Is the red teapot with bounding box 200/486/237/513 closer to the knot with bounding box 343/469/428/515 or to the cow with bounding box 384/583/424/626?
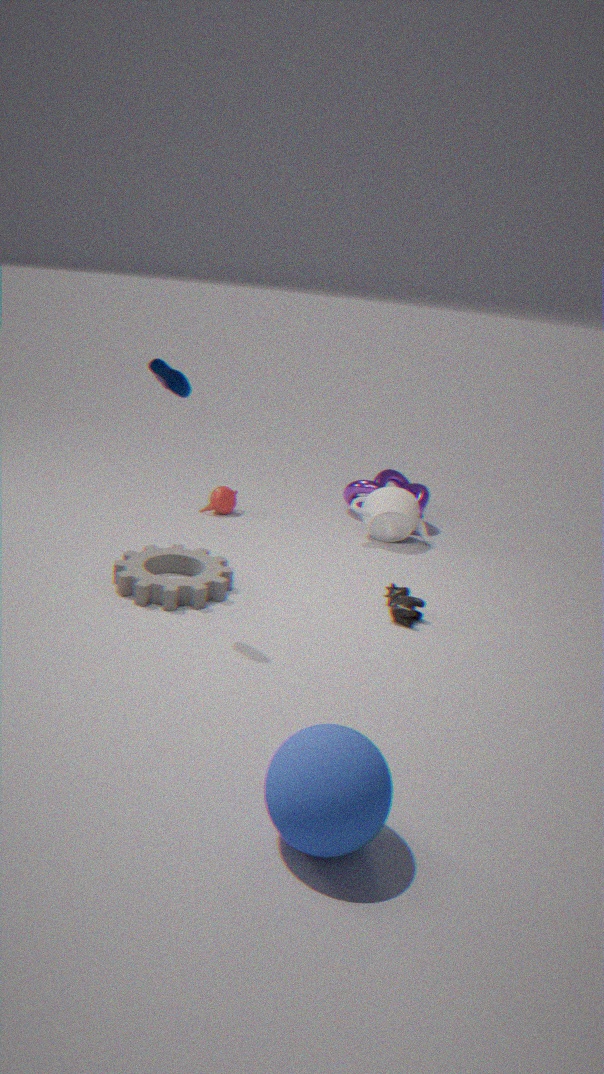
the knot with bounding box 343/469/428/515
